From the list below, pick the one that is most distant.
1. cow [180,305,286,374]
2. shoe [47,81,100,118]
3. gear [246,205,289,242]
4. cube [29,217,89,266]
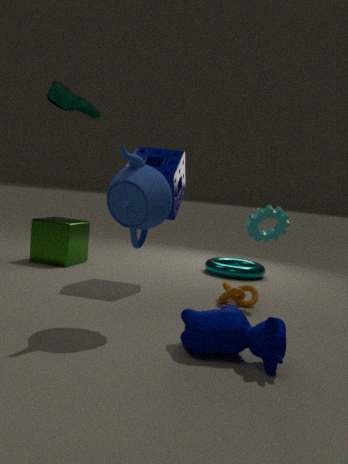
cube [29,217,89,266]
